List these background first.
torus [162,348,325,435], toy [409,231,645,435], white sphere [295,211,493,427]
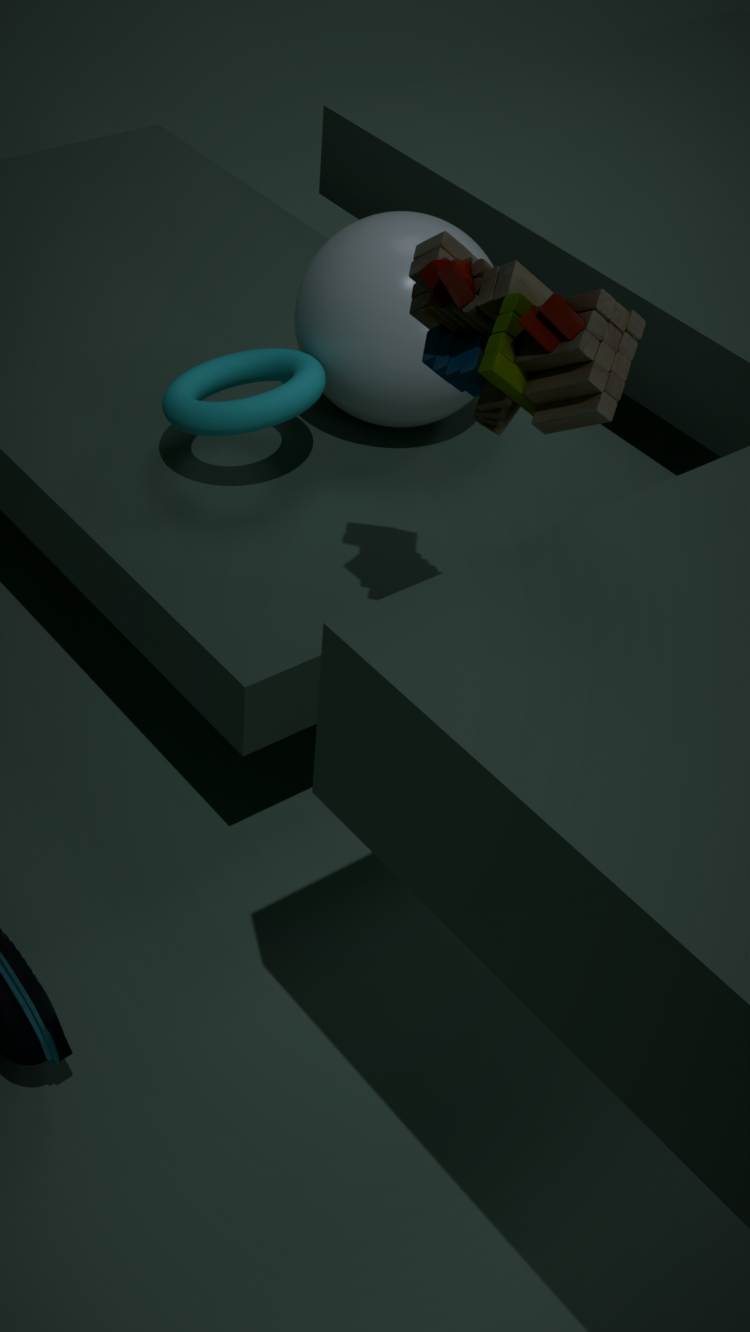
1. white sphere [295,211,493,427]
2. torus [162,348,325,435]
3. toy [409,231,645,435]
